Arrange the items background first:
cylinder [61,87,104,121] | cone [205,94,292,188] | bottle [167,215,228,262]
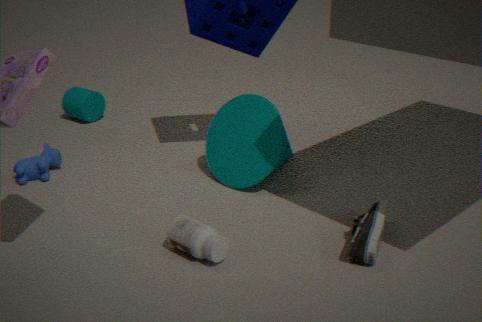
cylinder [61,87,104,121]
cone [205,94,292,188]
bottle [167,215,228,262]
